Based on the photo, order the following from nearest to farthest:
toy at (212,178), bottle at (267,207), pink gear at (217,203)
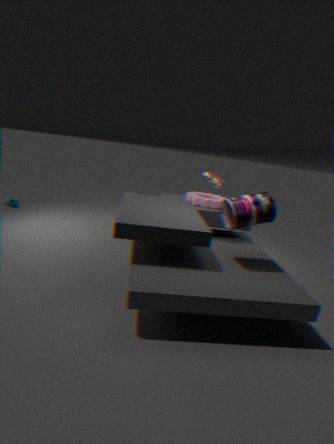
bottle at (267,207) → toy at (212,178) → pink gear at (217,203)
